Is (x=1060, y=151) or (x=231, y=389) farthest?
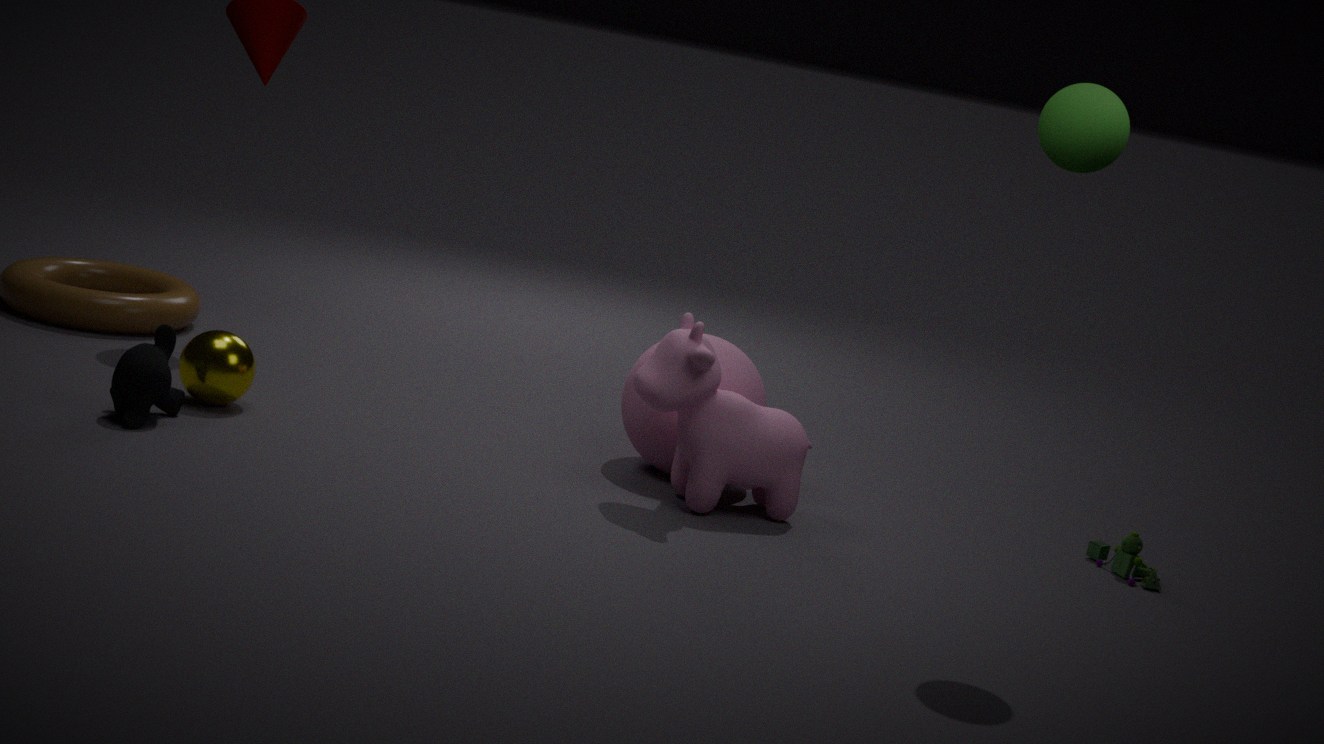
(x=231, y=389)
